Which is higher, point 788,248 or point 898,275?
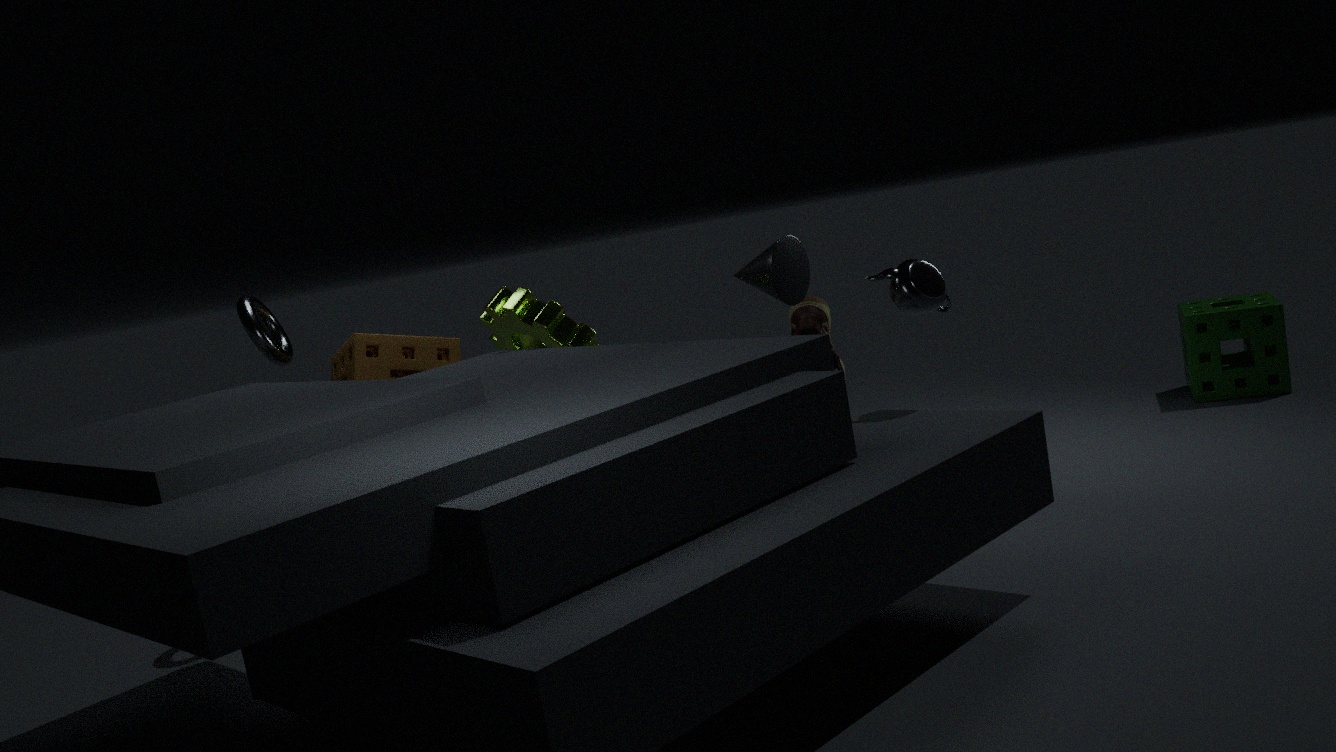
point 788,248
